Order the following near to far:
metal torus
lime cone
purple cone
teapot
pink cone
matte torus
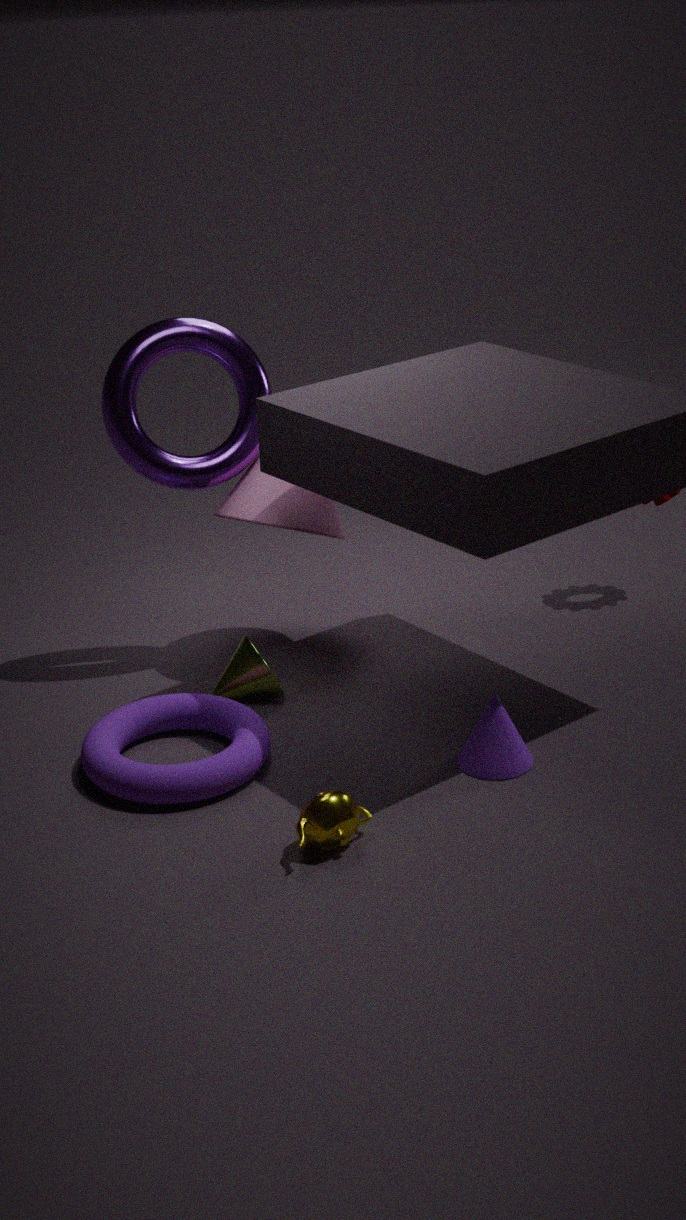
teapot < matte torus < purple cone < lime cone < metal torus < pink cone
